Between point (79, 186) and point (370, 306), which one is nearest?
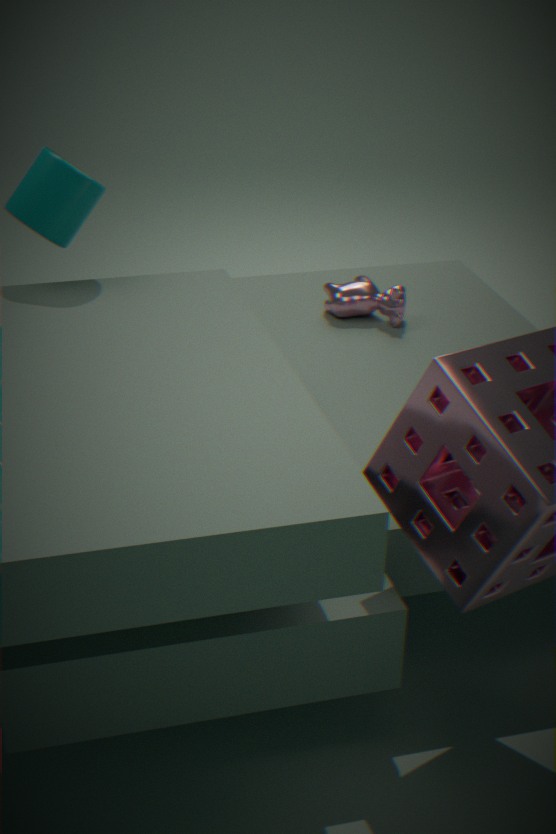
point (79, 186)
